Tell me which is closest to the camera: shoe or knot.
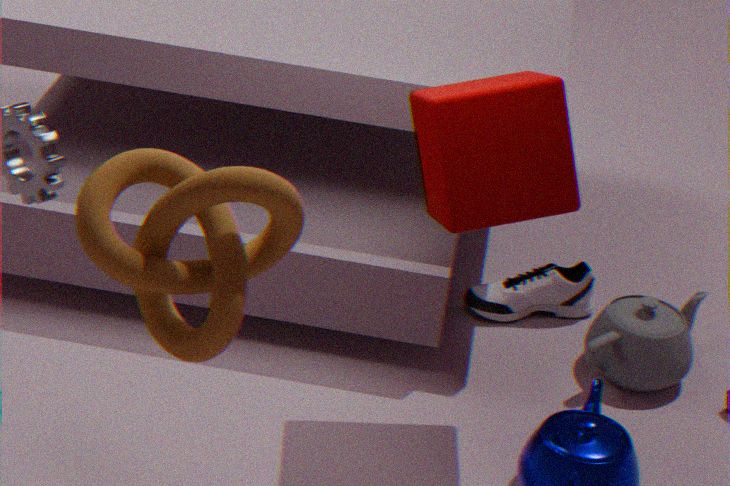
knot
